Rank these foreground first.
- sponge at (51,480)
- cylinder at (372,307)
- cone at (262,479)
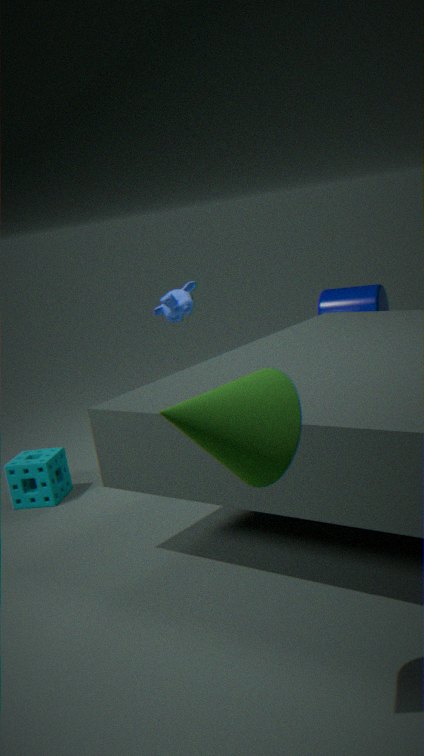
cone at (262,479), sponge at (51,480), cylinder at (372,307)
